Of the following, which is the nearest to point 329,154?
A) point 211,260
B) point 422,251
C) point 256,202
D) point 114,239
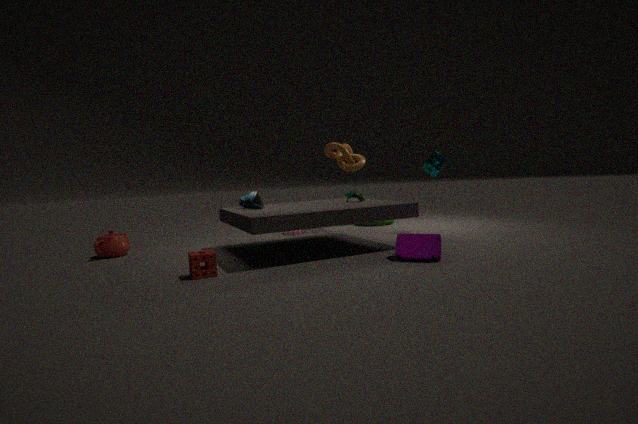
point 256,202
